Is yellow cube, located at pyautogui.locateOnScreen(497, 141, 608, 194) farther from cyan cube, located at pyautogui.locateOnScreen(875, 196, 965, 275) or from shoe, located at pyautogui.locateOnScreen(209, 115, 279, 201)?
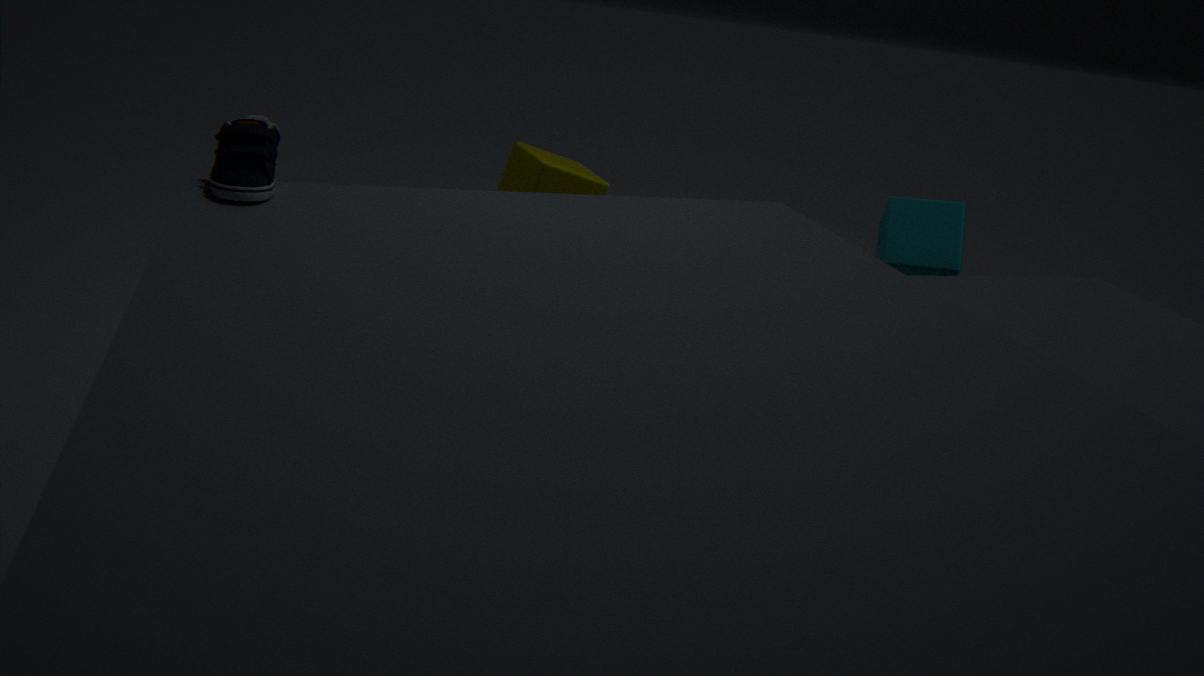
cyan cube, located at pyautogui.locateOnScreen(875, 196, 965, 275)
